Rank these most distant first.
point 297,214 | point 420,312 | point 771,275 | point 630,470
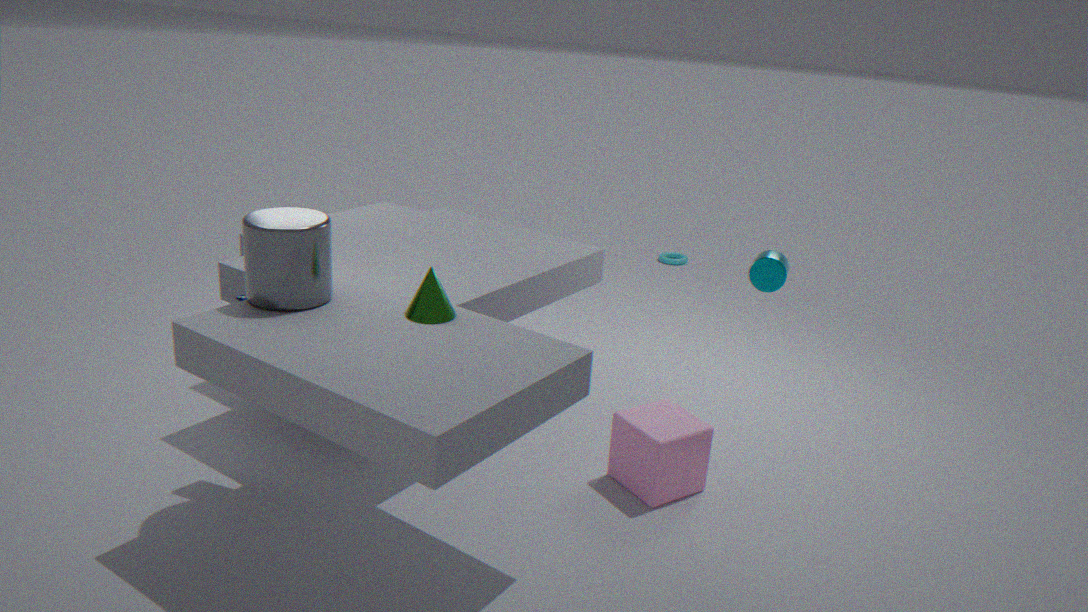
point 630,470, point 771,275, point 297,214, point 420,312
